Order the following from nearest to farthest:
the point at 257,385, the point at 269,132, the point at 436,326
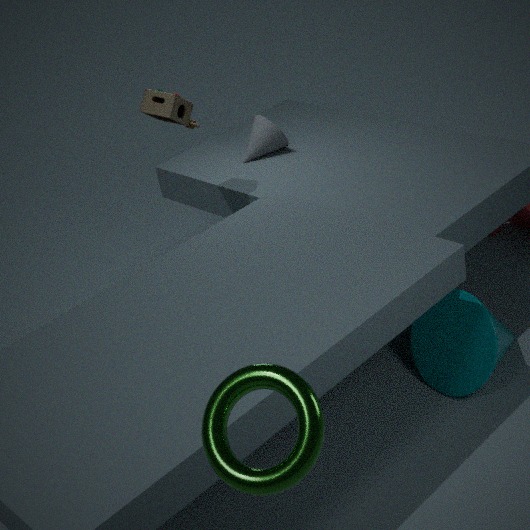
the point at 257,385, the point at 436,326, the point at 269,132
